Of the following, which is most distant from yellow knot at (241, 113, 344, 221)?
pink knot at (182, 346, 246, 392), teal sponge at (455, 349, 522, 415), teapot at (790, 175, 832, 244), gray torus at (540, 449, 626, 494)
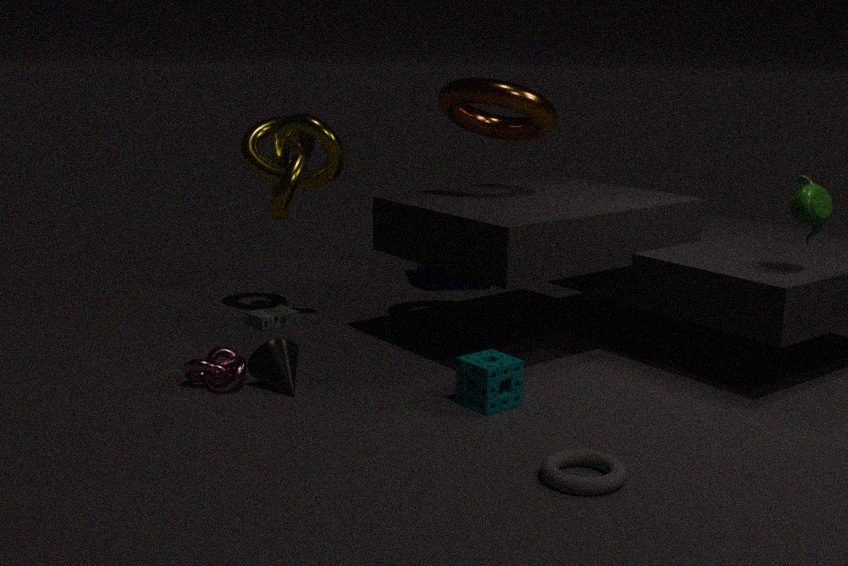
teapot at (790, 175, 832, 244)
